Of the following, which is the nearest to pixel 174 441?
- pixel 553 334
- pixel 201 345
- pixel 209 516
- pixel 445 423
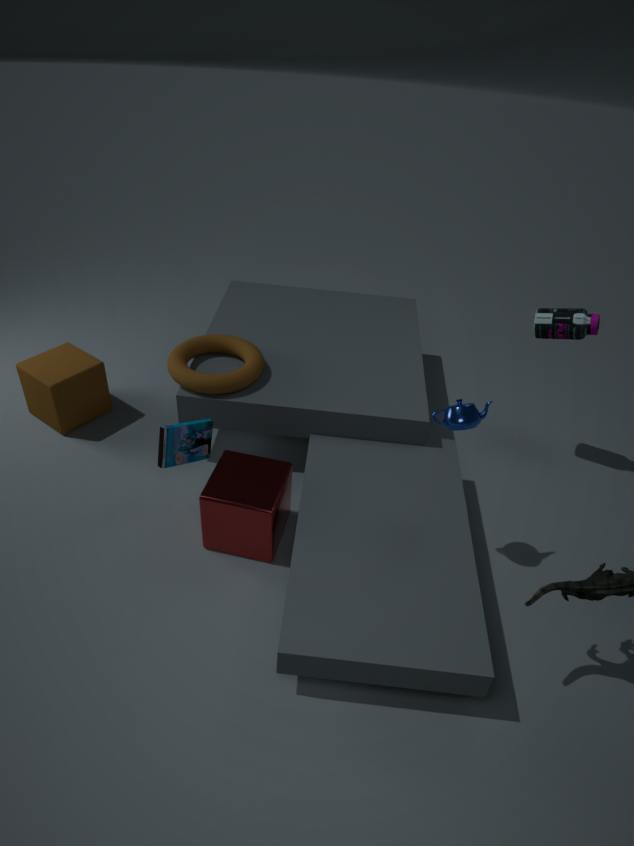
pixel 209 516
